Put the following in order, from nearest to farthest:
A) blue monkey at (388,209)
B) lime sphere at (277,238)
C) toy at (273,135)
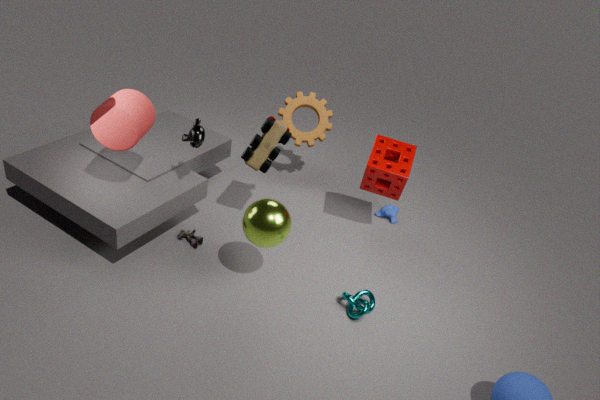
1. lime sphere at (277,238)
2. toy at (273,135)
3. blue monkey at (388,209)
